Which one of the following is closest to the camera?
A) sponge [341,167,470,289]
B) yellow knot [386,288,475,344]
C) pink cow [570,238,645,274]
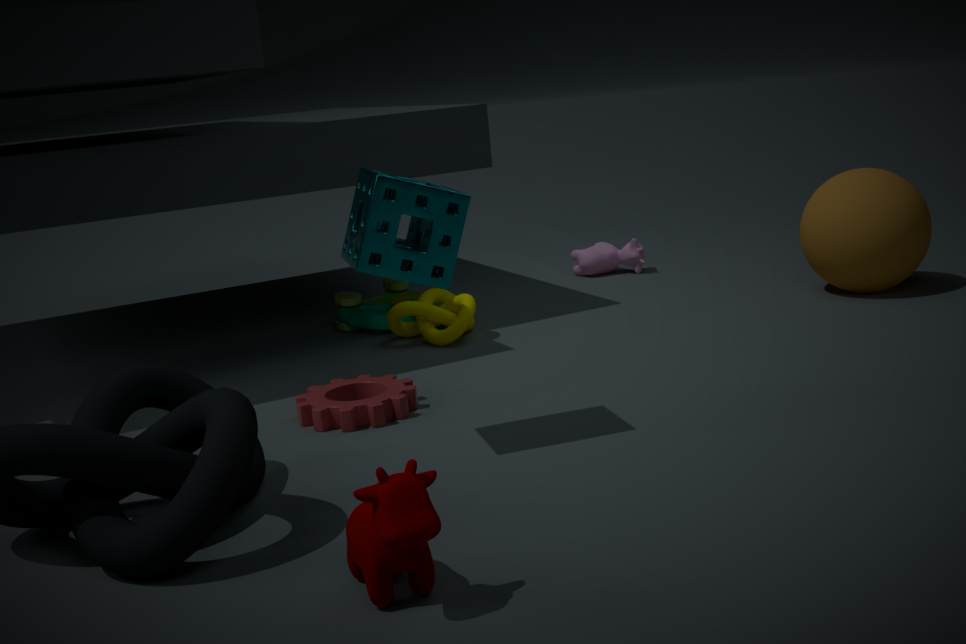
sponge [341,167,470,289]
